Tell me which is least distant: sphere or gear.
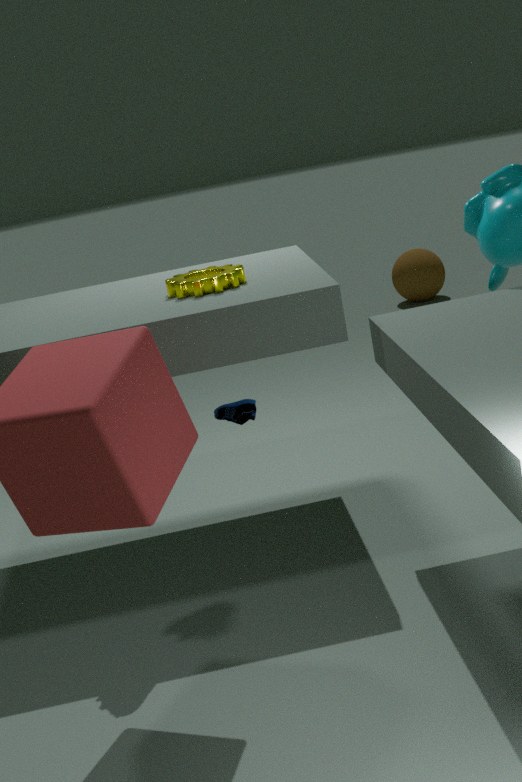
gear
